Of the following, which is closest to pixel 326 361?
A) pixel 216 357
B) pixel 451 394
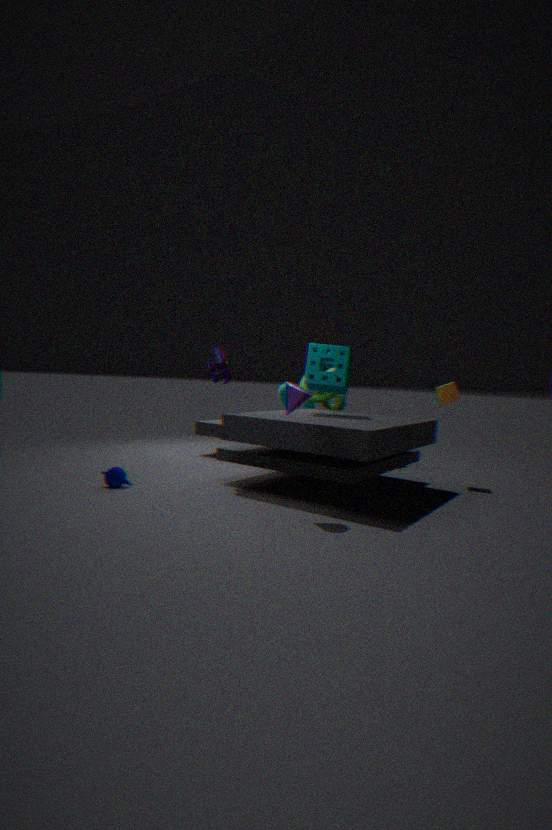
pixel 216 357
